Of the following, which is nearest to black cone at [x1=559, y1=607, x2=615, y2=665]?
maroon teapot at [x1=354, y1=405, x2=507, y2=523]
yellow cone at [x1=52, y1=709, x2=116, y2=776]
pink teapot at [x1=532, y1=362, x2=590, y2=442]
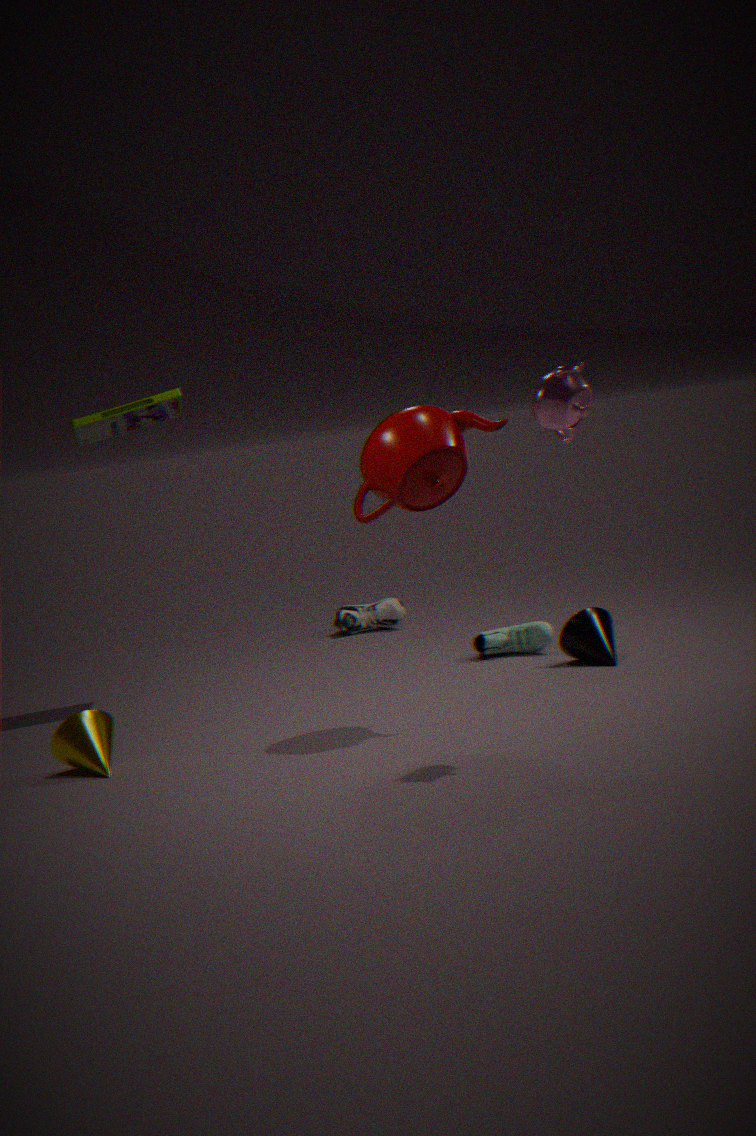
maroon teapot at [x1=354, y1=405, x2=507, y2=523]
